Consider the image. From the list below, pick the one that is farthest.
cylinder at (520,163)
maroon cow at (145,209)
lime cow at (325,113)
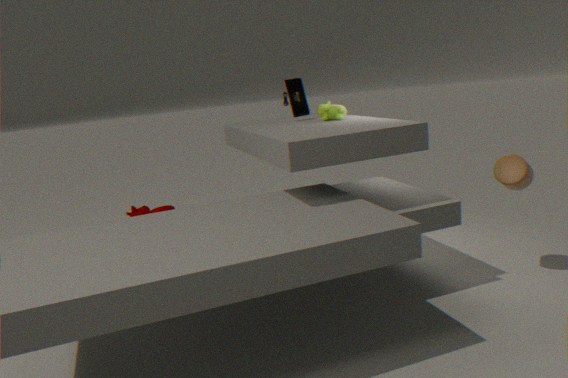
maroon cow at (145,209)
